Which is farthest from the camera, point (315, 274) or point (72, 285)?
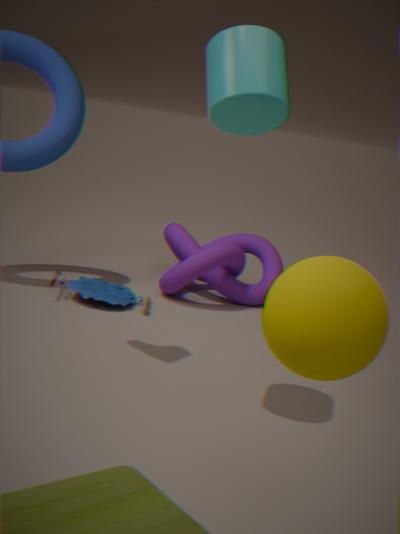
point (72, 285)
